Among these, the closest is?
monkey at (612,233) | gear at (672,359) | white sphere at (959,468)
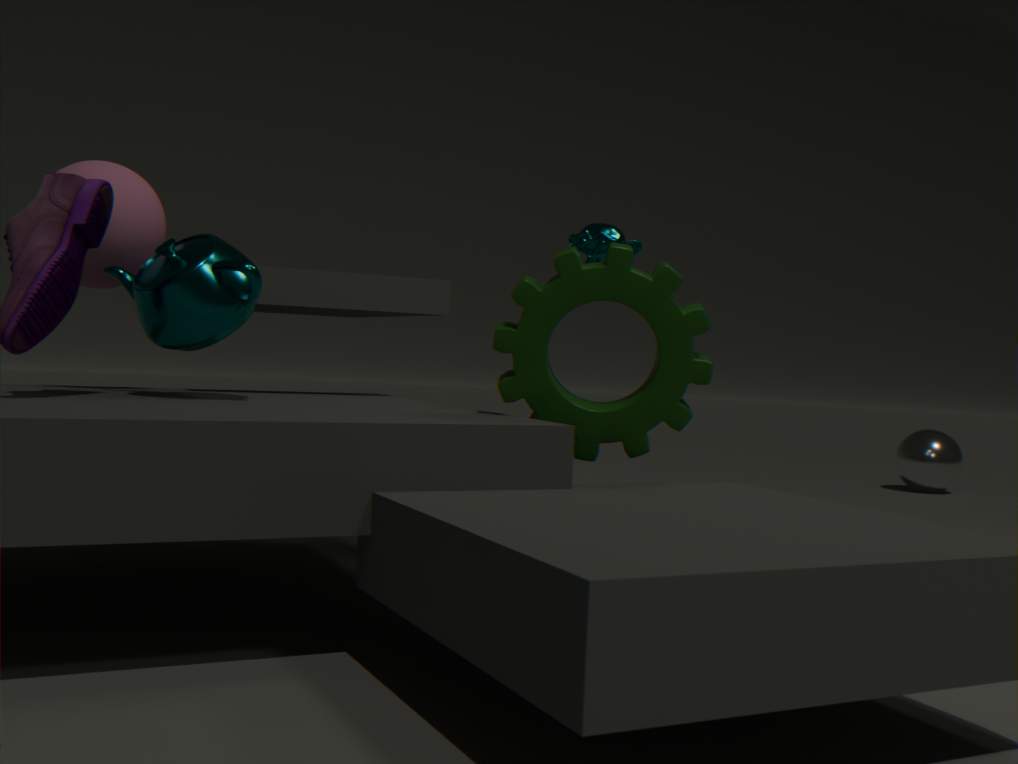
gear at (672,359)
